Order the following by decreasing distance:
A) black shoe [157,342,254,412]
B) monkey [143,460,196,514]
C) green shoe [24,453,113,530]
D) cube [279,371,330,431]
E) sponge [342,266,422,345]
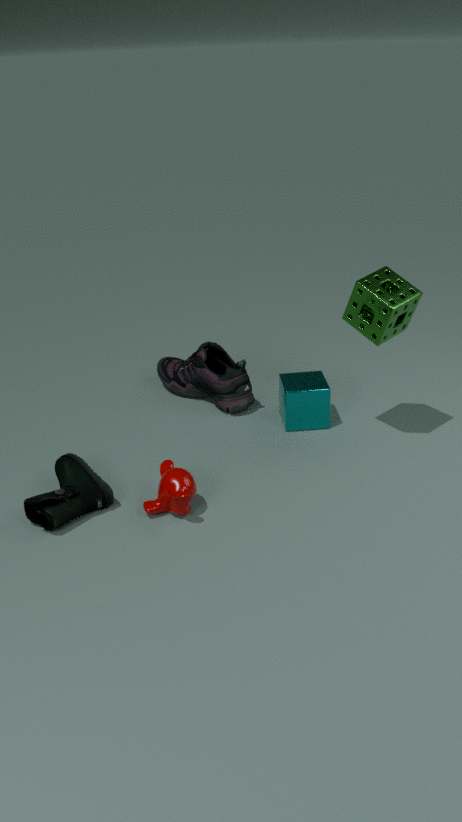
black shoe [157,342,254,412] < cube [279,371,330,431] < sponge [342,266,422,345] < monkey [143,460,196,514] < green shoe [24,453,113,530]
